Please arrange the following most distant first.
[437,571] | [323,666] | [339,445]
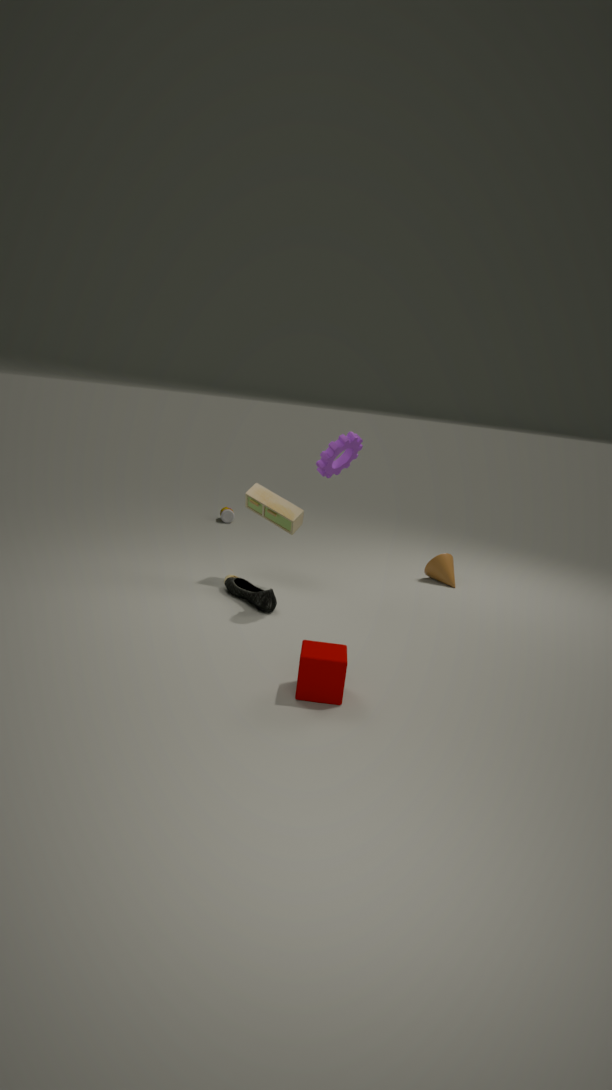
[437,571] → [339,445] → [323,666]
